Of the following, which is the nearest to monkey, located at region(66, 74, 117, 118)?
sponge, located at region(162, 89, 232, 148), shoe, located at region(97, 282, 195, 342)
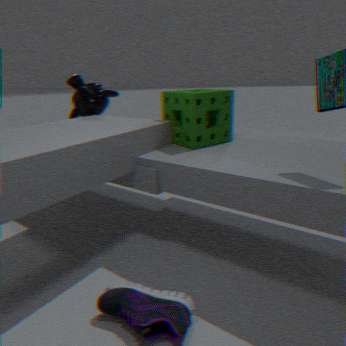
sponge, located at region(162, 89, 232, 148)
